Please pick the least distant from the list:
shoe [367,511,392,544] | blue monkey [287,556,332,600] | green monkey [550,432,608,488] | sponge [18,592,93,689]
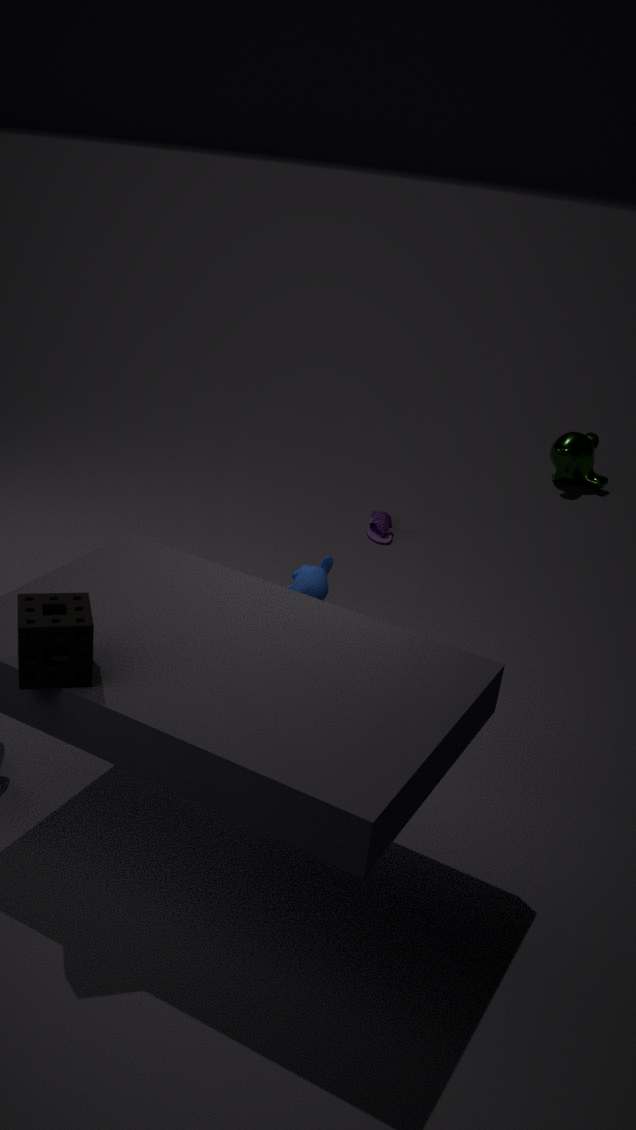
sponge [18,592,93,689]
